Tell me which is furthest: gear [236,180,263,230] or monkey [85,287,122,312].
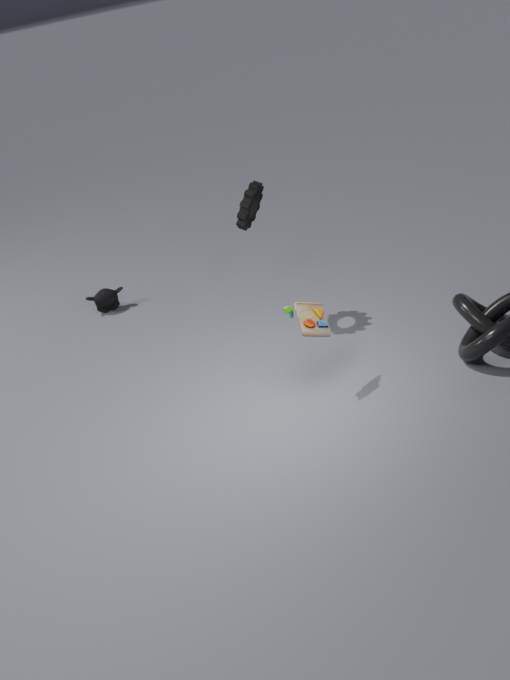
monkey [85,287,122,312]
